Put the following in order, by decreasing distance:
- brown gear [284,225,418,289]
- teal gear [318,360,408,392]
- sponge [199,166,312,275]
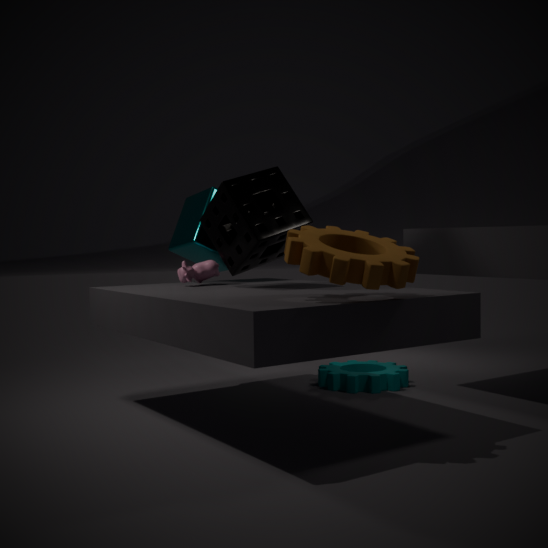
teal gear [318,360,408,392]
sponge [199,166,312,275]
brown gear [284,225,418,289]
